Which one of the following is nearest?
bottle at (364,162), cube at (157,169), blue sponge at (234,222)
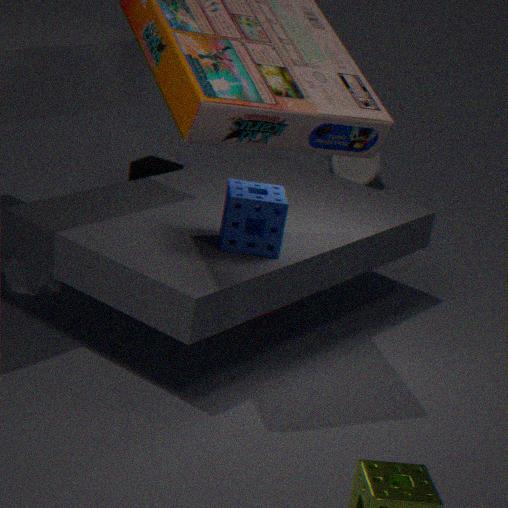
blue sponge at (234,222)
